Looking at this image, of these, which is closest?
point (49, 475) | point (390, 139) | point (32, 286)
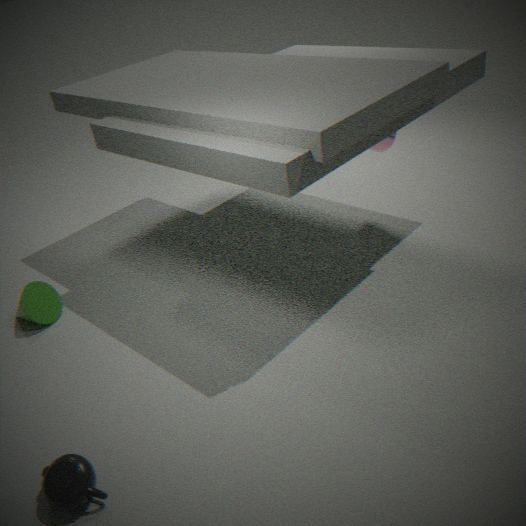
point (49, 475)
